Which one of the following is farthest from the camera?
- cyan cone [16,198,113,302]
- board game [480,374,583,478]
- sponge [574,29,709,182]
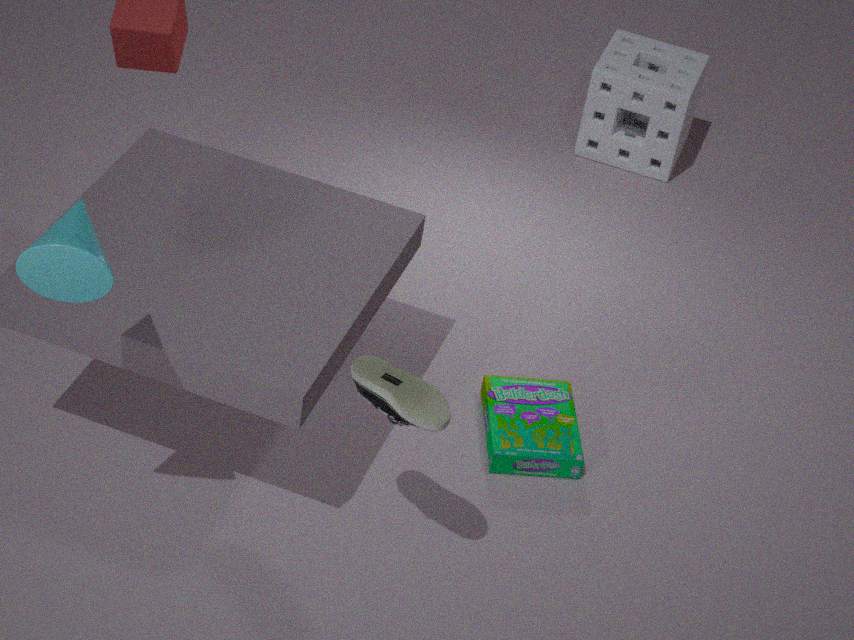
sponge [574,29,709,182]
